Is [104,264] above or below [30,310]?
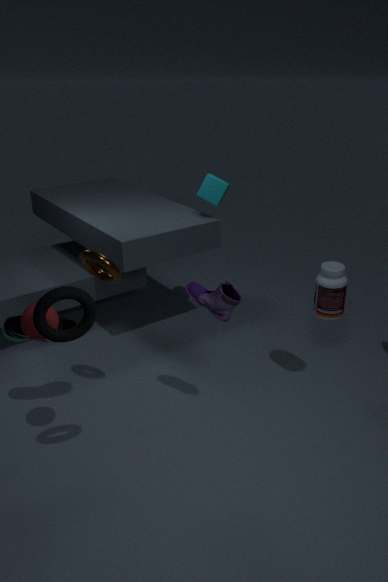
above
